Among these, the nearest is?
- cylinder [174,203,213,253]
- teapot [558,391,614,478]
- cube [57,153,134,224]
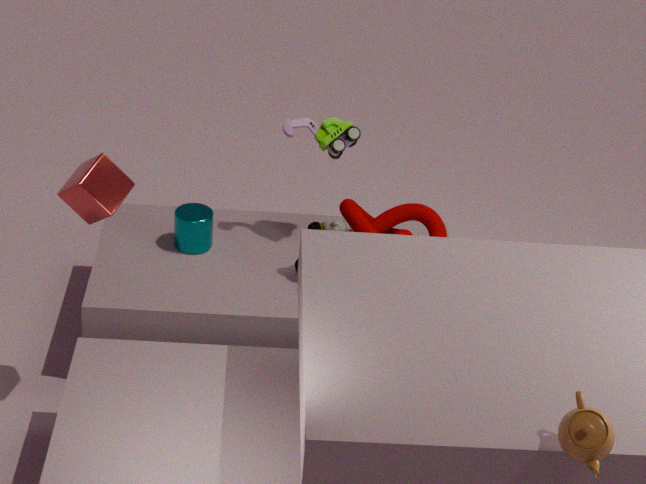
teapot [558,391,614,478]
